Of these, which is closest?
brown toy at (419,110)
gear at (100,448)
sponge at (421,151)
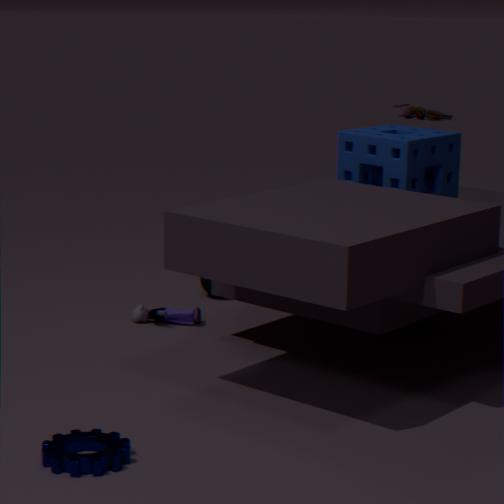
gear at (100,448)
